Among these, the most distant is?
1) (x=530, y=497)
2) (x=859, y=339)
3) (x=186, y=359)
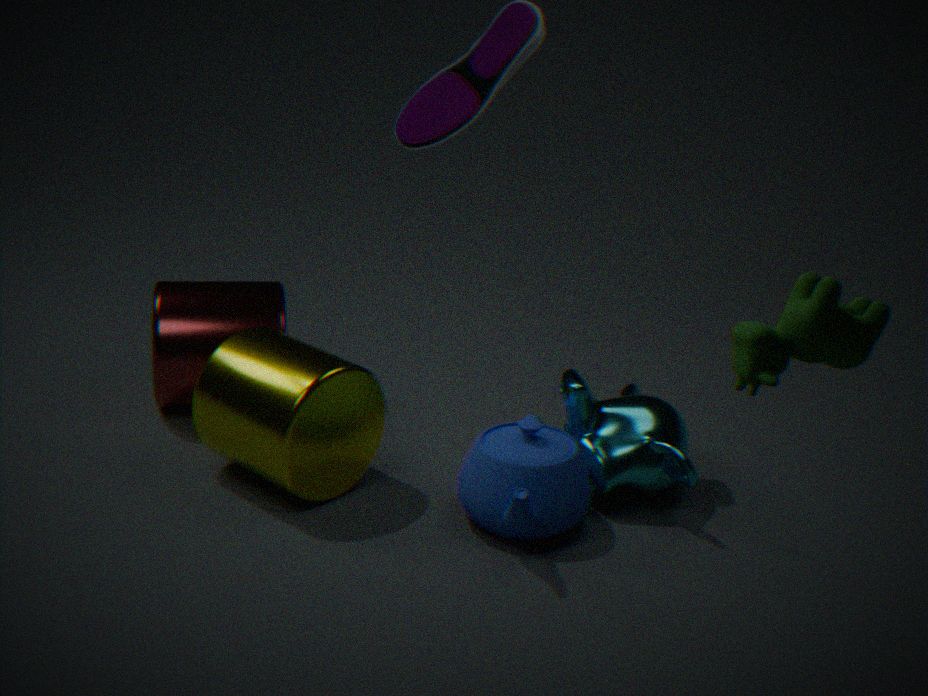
3. (x=186, y=359)
